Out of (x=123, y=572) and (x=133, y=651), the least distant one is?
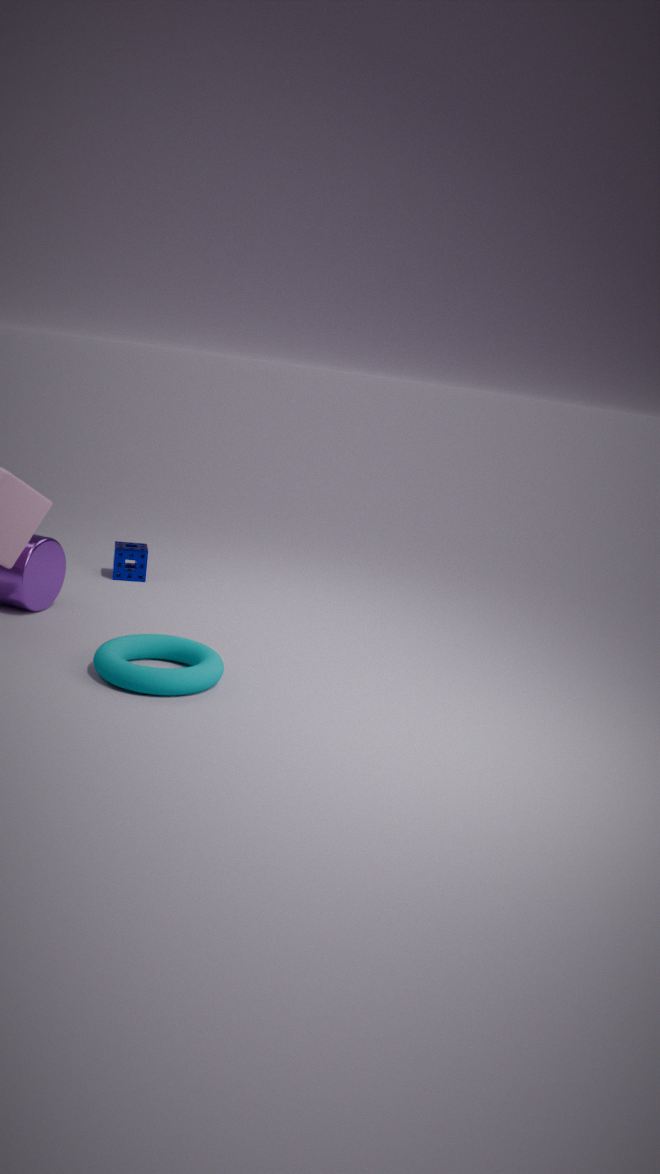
(x=133, y=651)
